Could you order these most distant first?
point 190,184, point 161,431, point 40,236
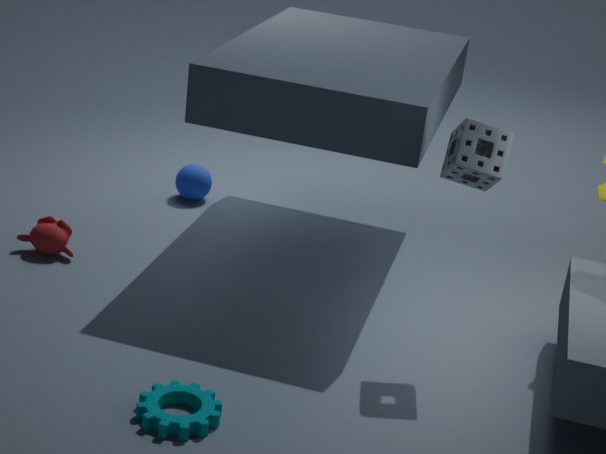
Result: 1. point 190,184
2. point 40,236
3. point 161,431
